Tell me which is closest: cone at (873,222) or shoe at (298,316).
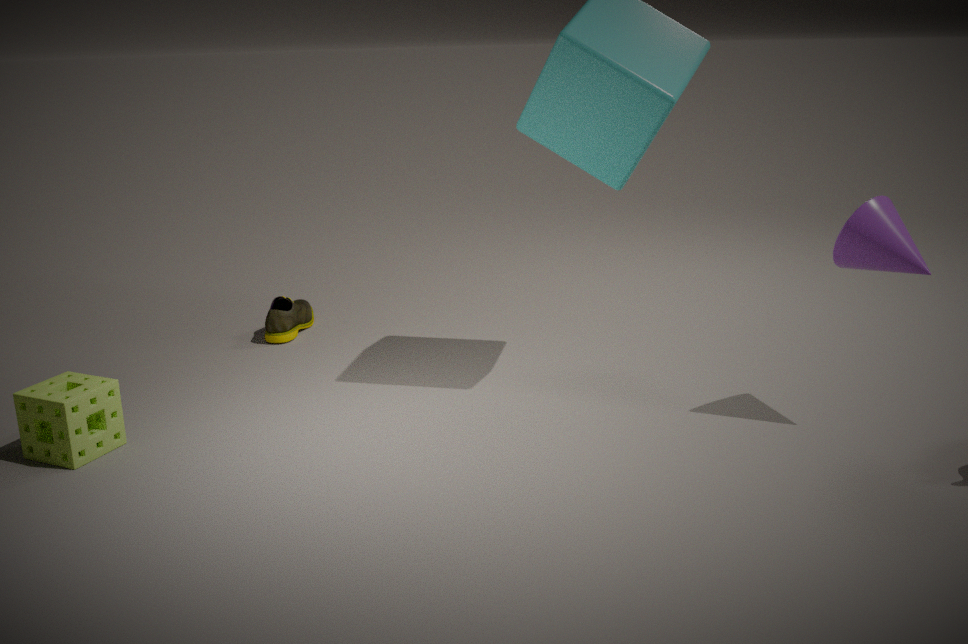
cone at (873,222)
